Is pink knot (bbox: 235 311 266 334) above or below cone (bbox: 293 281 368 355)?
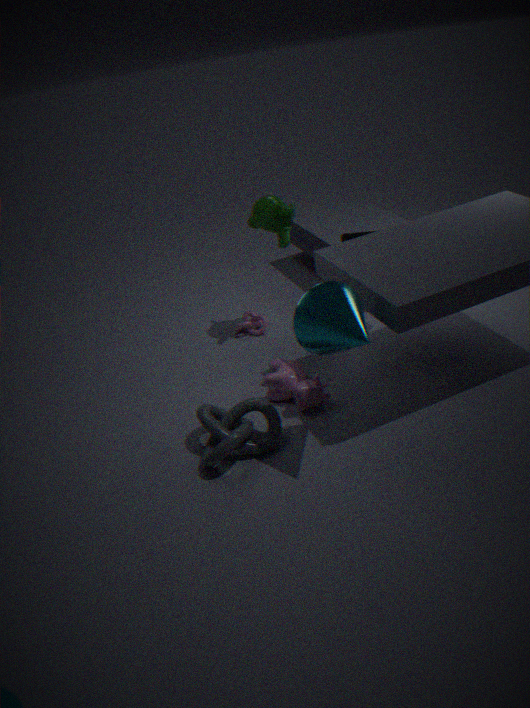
below
